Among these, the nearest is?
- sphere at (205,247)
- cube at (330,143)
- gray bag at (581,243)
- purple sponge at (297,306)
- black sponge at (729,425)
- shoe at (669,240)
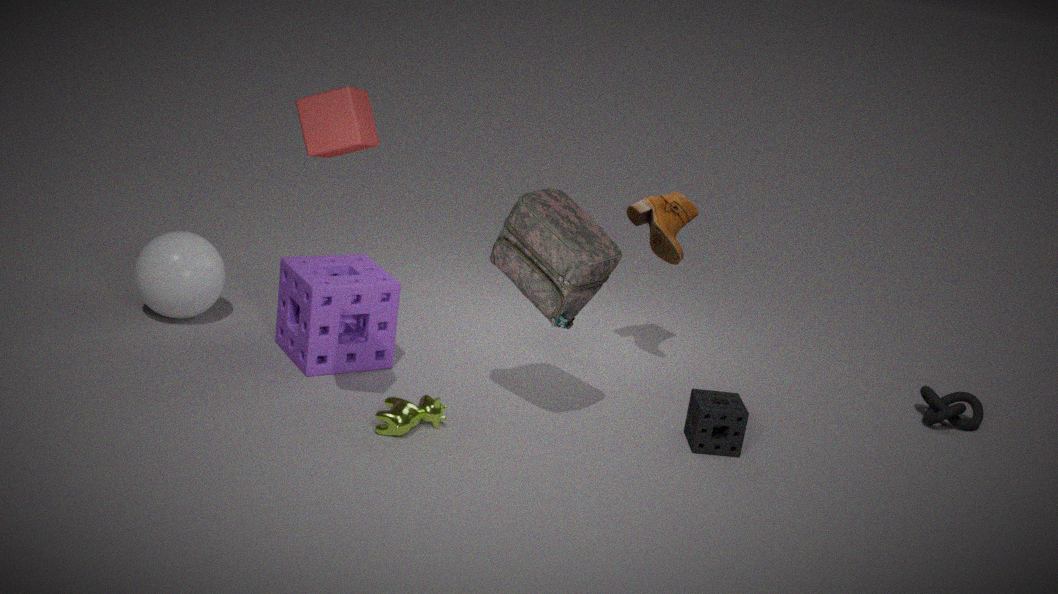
cube at (330,143)
